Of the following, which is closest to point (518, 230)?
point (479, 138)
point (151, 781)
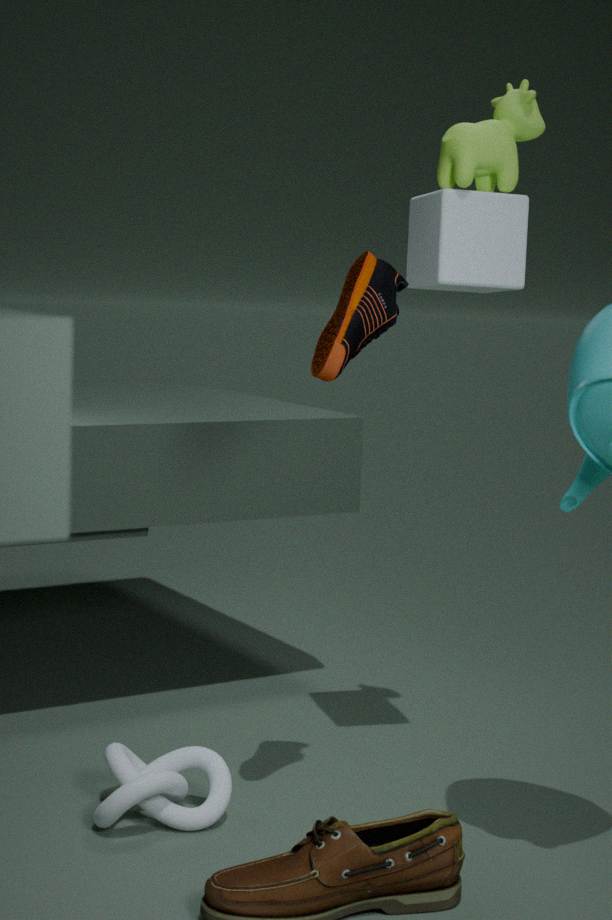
point (479, 138)
